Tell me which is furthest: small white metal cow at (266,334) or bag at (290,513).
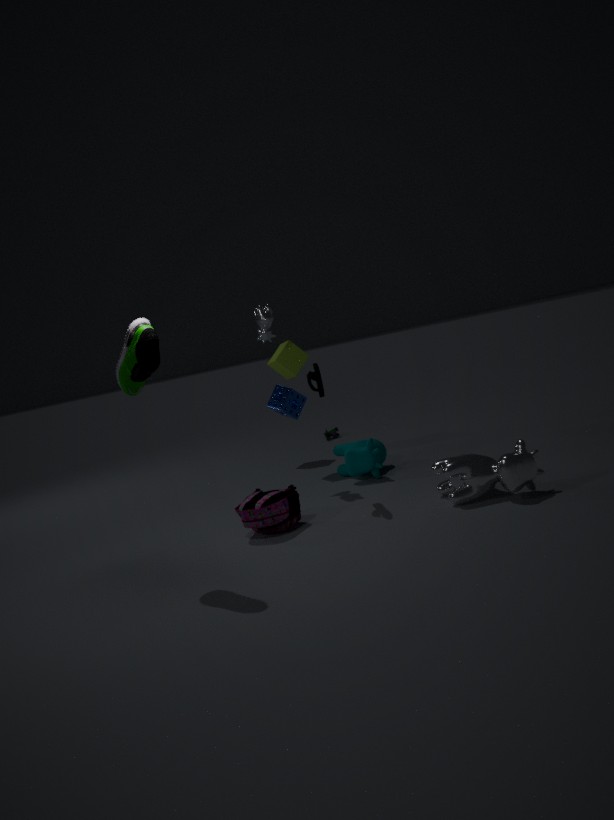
small white metal cow at (266,334)
